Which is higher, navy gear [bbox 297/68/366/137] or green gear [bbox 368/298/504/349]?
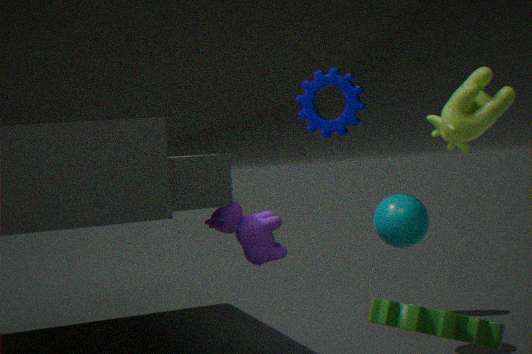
navy gear [bbox 297/68/366/137]
